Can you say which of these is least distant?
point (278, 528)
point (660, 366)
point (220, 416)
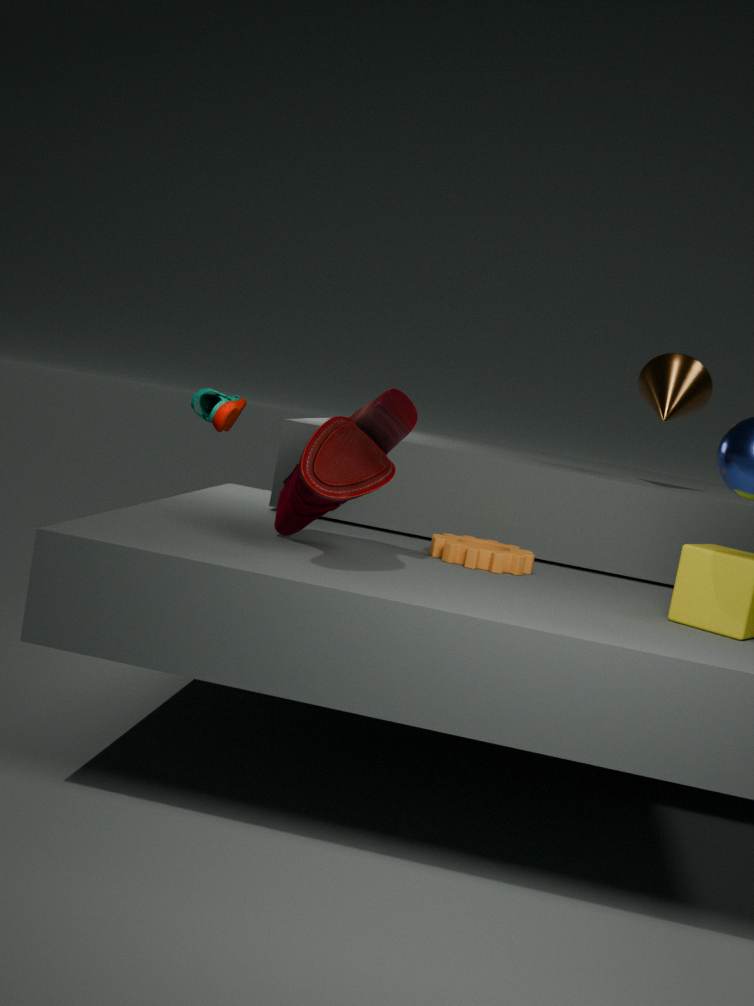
point (278, 528)
